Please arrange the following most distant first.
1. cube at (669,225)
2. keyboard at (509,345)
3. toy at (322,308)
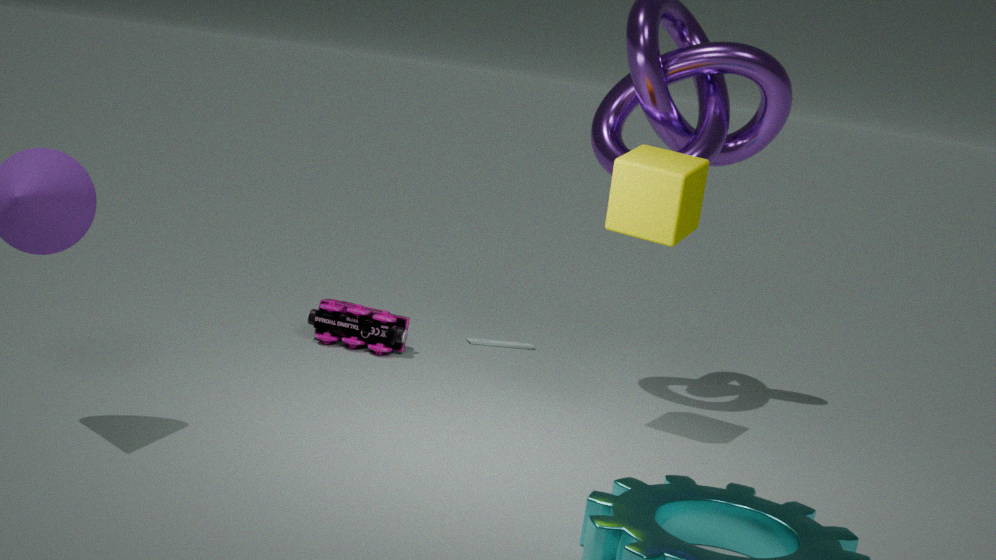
keyboard at (509,345)
toy at (322,308)
cube at (669,225)
